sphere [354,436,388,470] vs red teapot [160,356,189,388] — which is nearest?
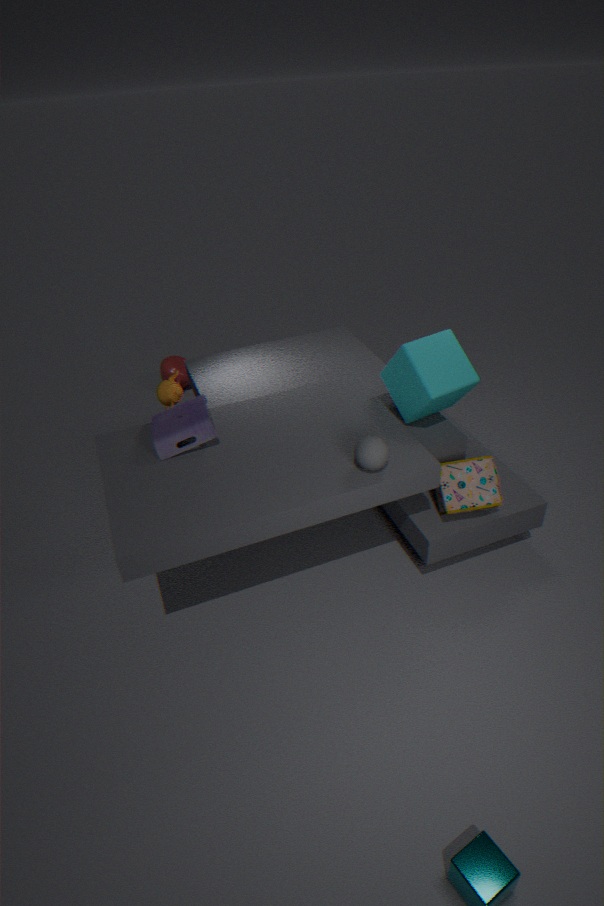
sphere [354,436,388,470]
